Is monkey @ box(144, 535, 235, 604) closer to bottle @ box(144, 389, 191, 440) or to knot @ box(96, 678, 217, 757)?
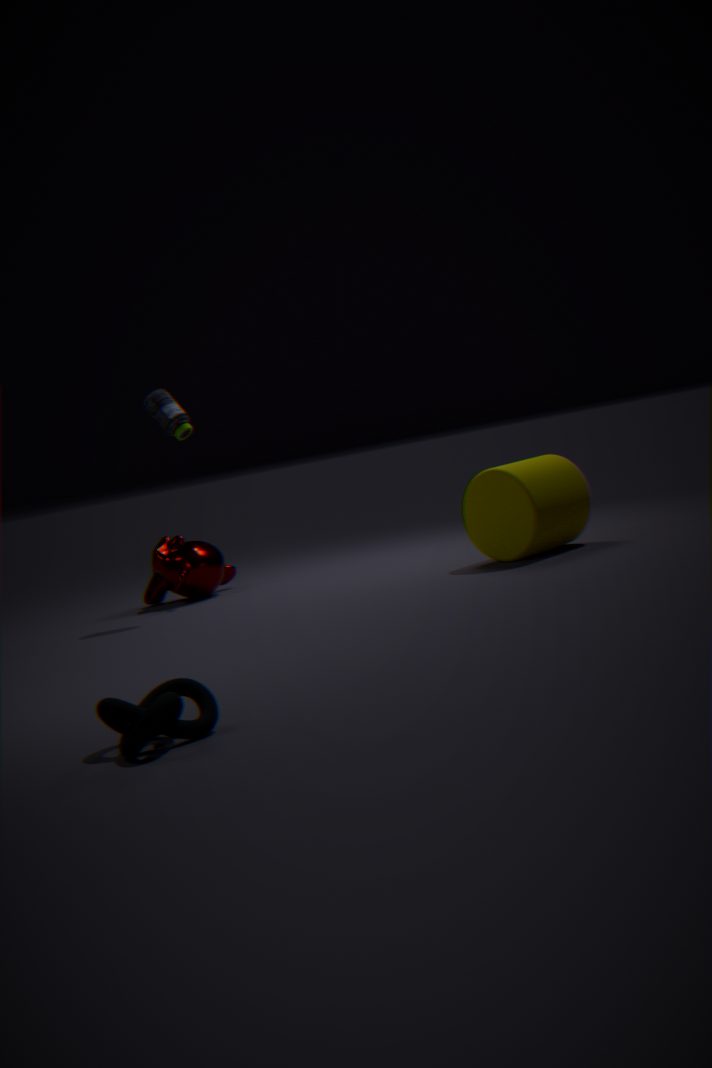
bottle @ box(144, 389, 191, 440)
